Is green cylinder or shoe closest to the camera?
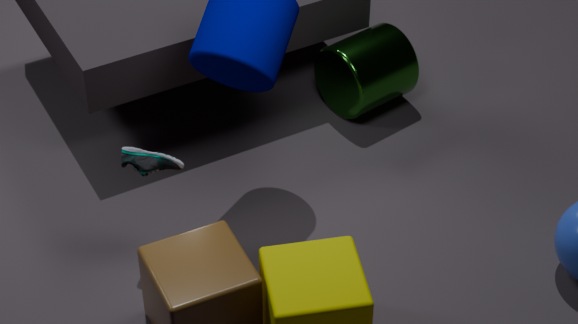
shoe
